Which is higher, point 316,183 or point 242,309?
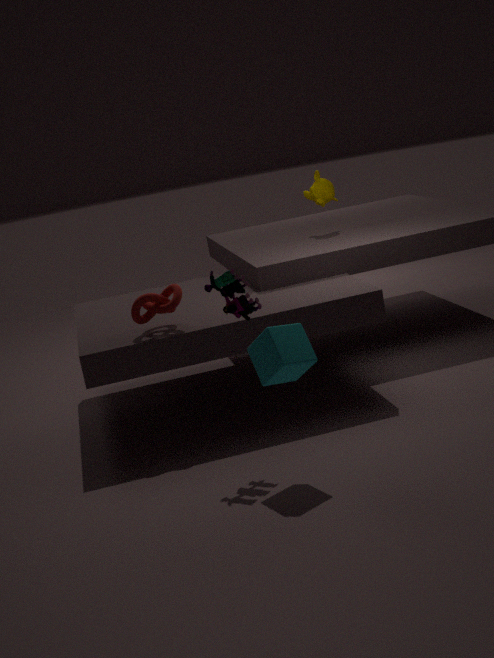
point 316,183
